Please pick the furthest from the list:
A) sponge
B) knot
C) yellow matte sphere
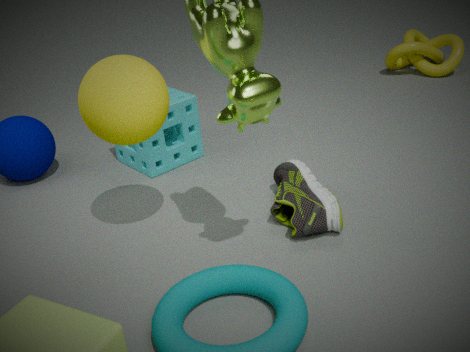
knot
